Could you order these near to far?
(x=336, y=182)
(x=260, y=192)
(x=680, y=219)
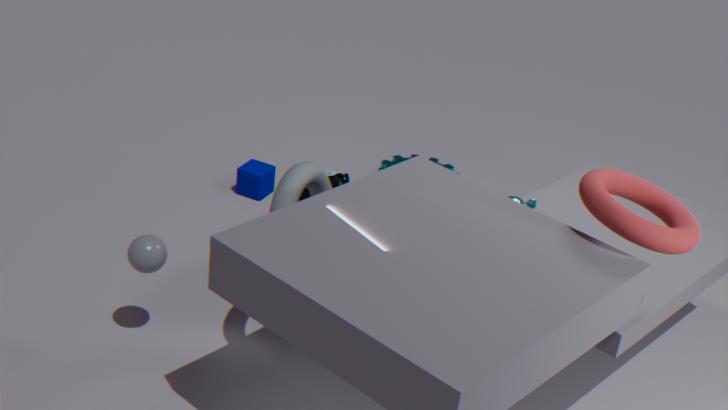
(x=680, y=219) < (x=336, y=182) < (x=260, y=192)
